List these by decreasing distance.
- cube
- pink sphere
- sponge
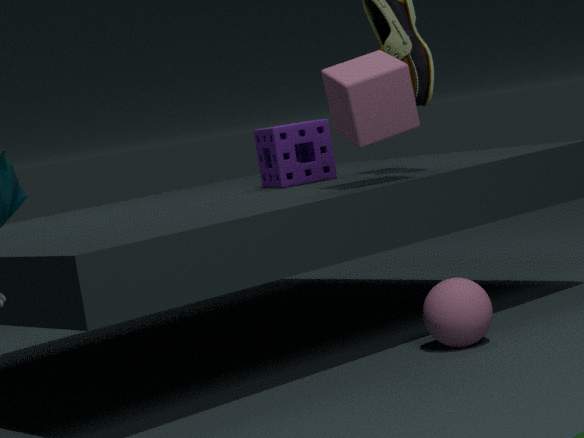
sponge < cube < pink sphere
